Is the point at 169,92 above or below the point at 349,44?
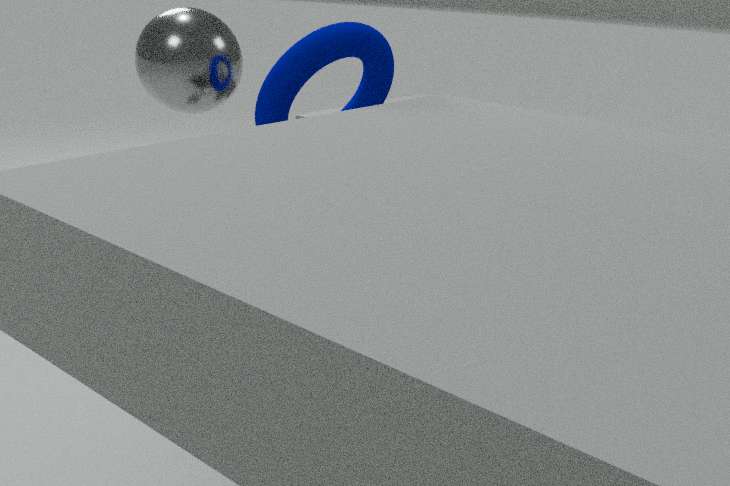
above
